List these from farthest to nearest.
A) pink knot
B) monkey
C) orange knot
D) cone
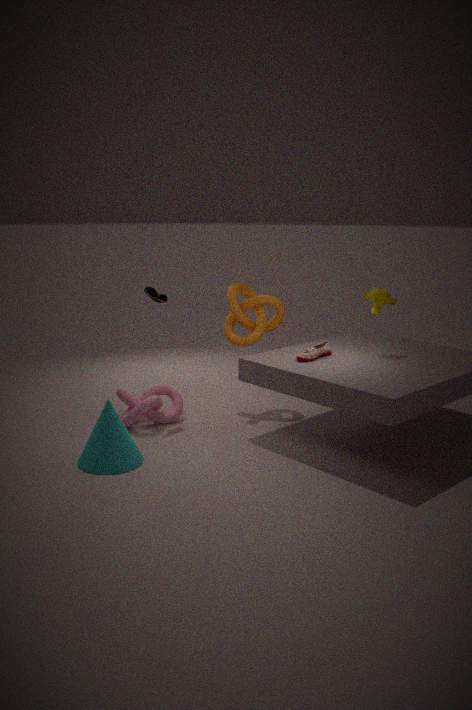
orange knot
monkey
pink knot
cone
